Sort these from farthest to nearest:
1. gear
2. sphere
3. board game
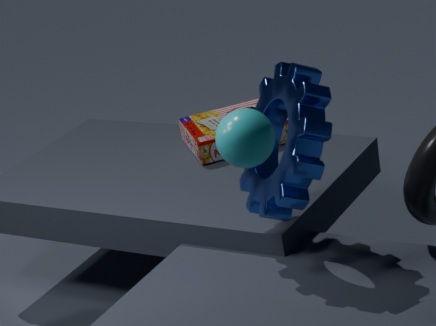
board game → gear → sphere
